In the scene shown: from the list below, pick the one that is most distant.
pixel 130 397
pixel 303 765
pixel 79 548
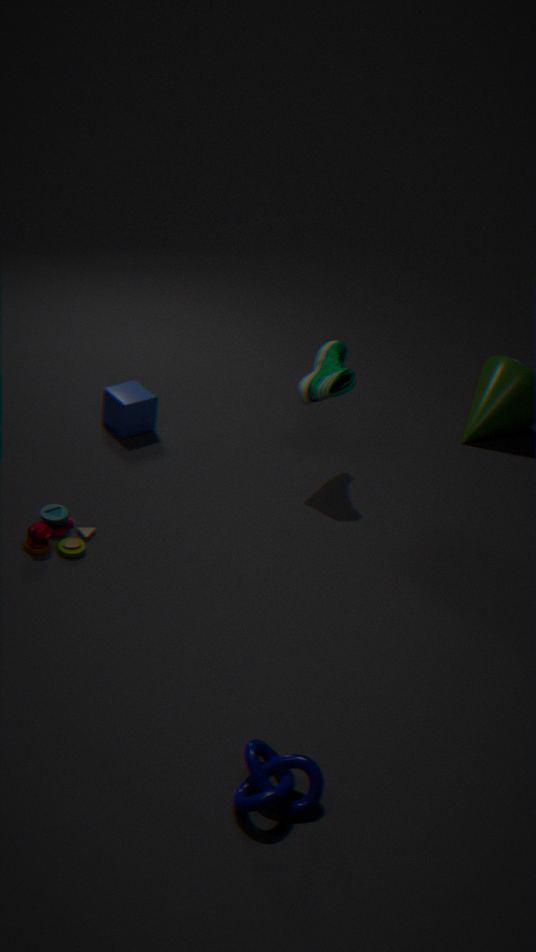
pixel 130 397
